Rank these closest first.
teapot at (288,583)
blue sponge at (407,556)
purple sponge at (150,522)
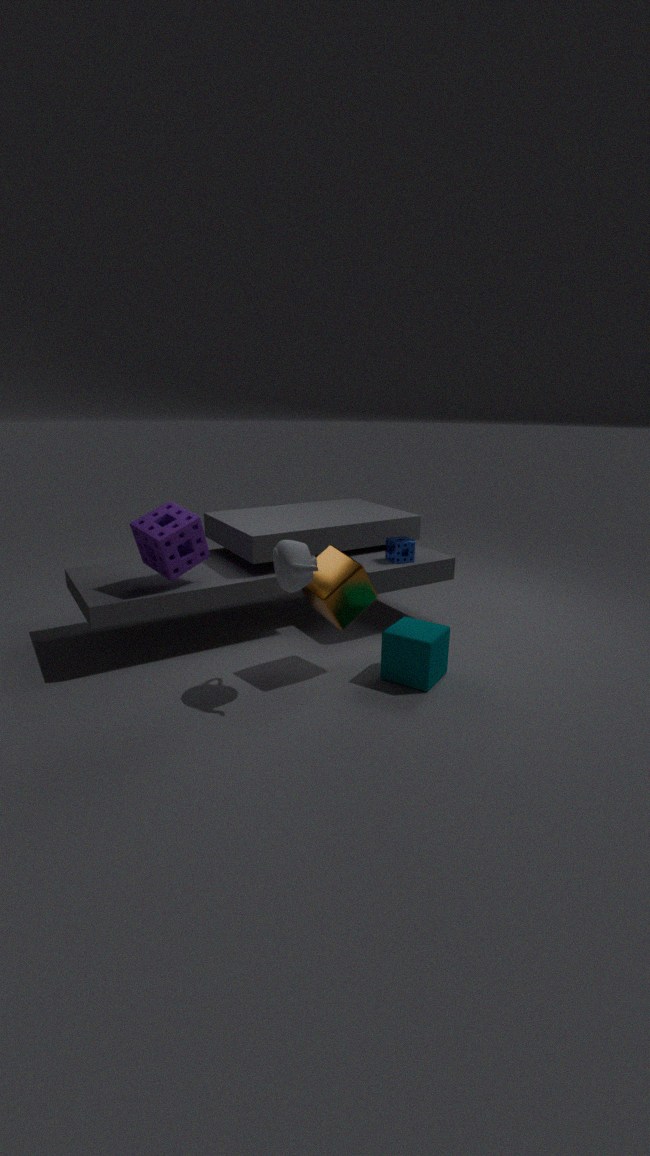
teapot at (288,583) → purple sponge at (150,522) → blue sponge at (407,556)
